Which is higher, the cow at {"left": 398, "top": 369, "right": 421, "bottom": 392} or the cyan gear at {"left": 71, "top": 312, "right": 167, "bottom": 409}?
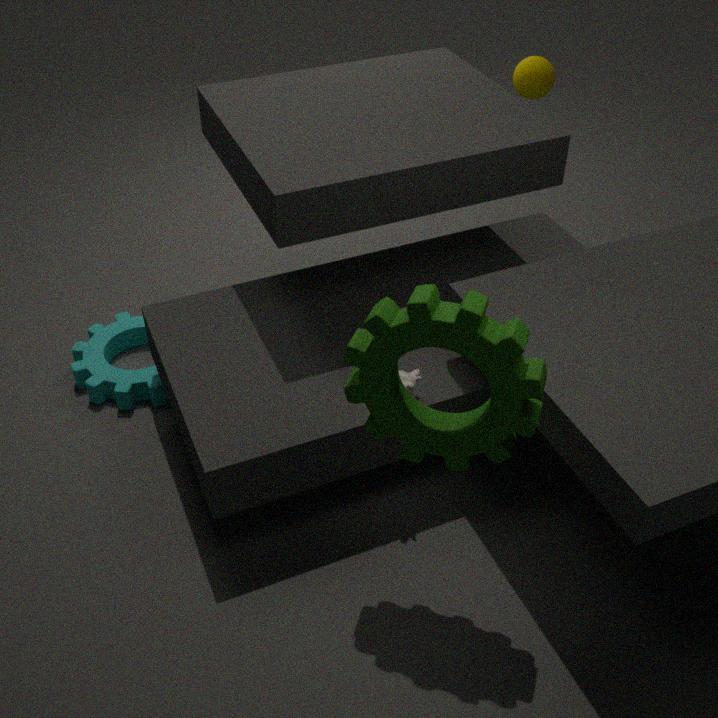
the cow at {"left": 398, "top": 369, "right": 421, "bottom": 392}
